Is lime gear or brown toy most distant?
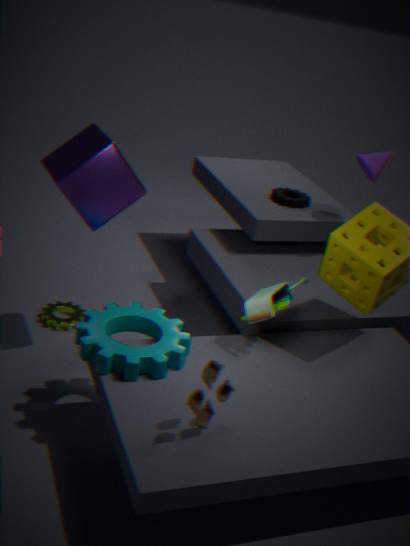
lime gear
